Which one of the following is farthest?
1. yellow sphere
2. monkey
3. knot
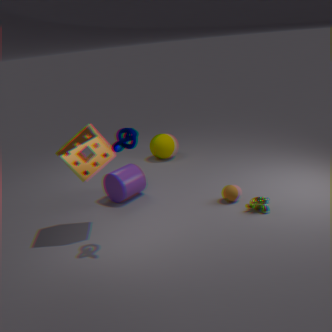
yellow sphere
